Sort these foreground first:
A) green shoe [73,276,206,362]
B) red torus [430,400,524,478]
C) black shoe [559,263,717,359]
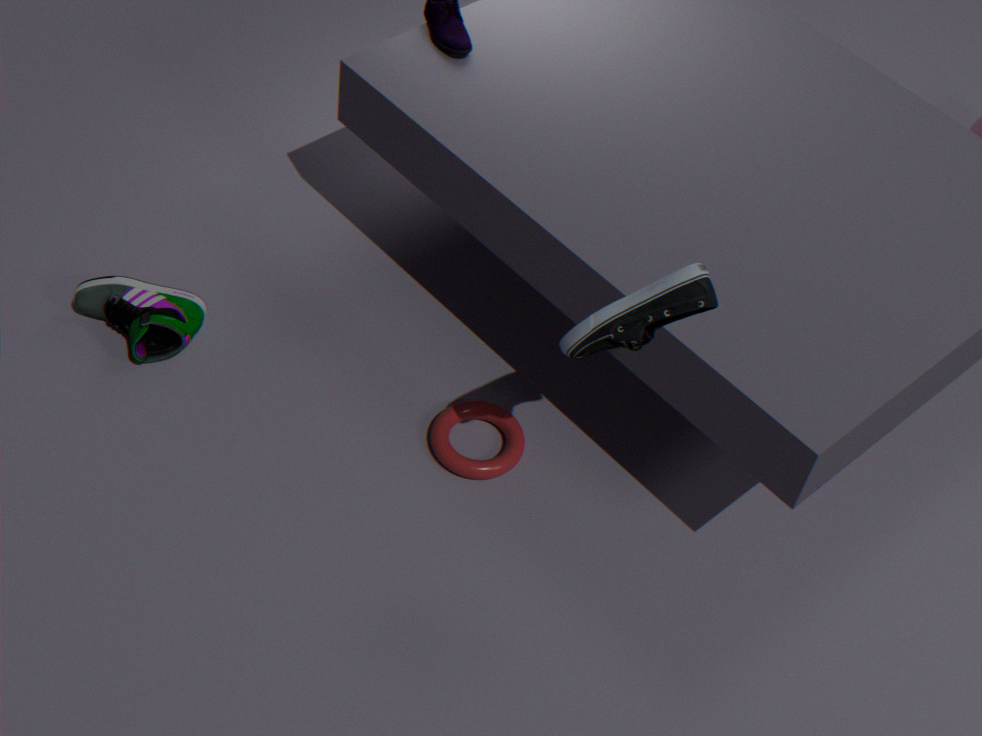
black shoe [559,263,717,359]
red torus [430,400,524,478]
green shoe [73,276,206,362]
